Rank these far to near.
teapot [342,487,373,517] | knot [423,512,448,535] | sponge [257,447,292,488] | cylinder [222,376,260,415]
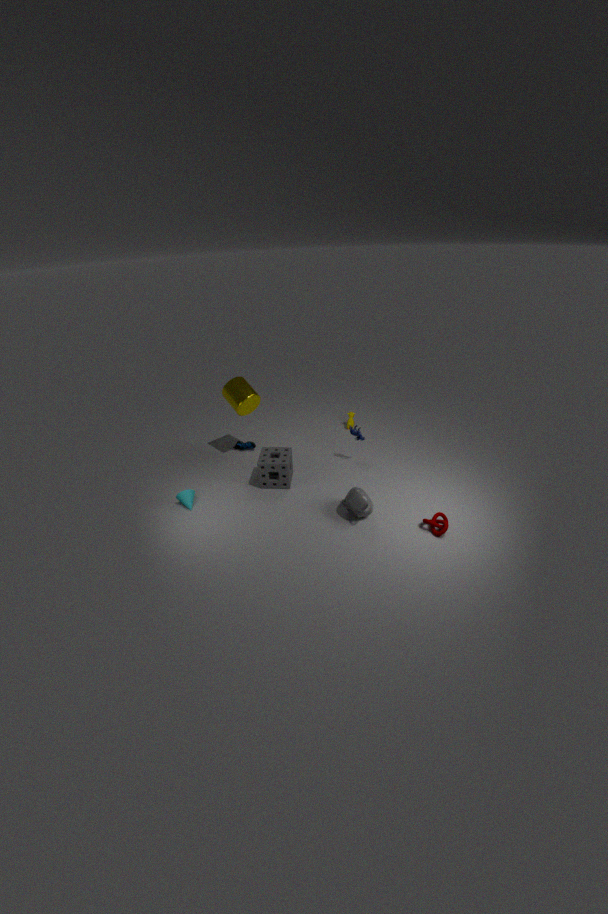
1. cylinder [222,376,260,415]
2. sponge [257,447,292,488]
3. teapot [342,487,373,517]
4. knot [423,512,448,535]
